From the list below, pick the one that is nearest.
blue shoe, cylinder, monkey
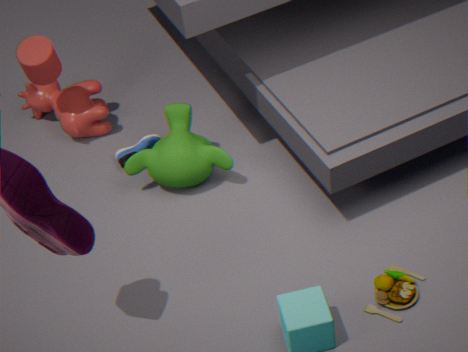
monkey
